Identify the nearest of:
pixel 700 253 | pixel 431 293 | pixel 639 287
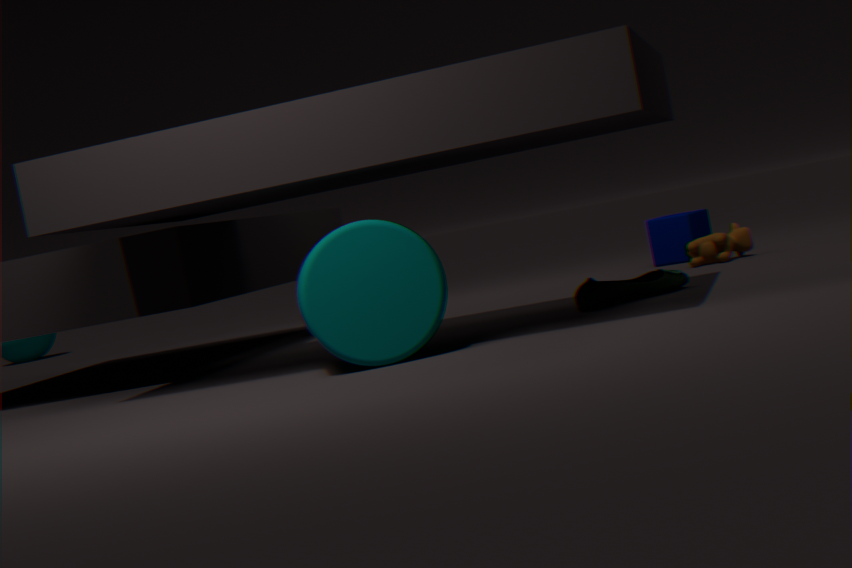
pixel 431 293
